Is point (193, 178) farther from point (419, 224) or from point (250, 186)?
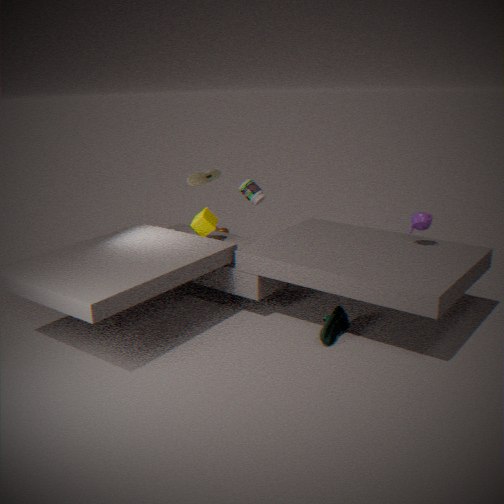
point (419, 224)
